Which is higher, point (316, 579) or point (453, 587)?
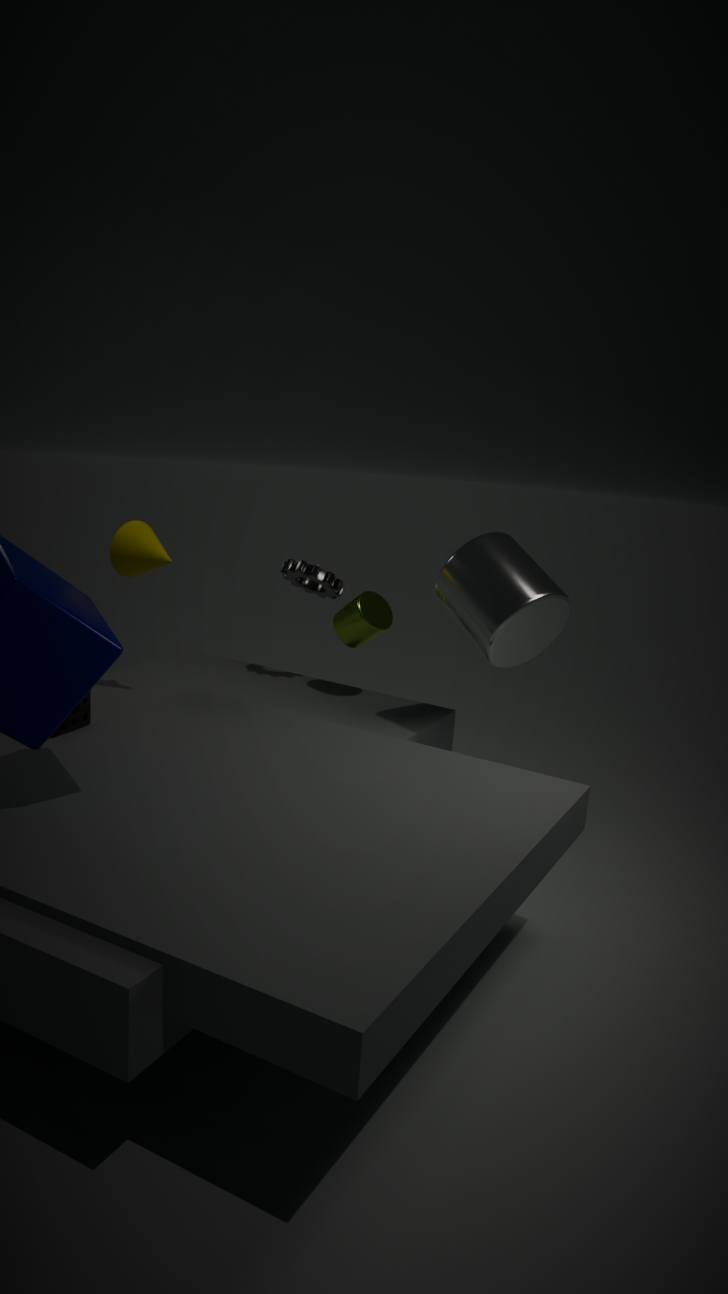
point (453, 587)
